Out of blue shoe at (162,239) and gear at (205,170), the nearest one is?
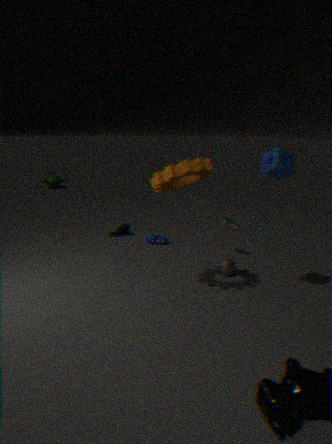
gear at (205,170)
